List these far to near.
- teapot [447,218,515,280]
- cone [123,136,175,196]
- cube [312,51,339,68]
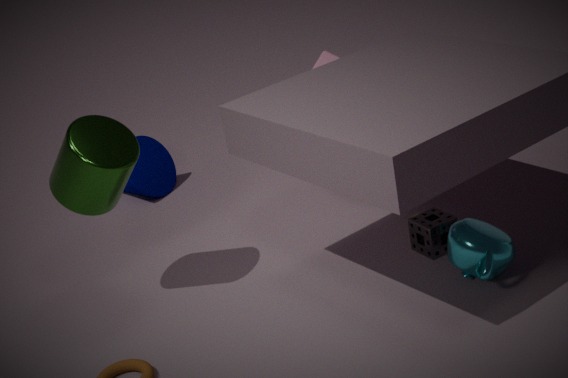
cone [123,136,175,196], cube [312,51,339,68], teapot [447,218,515,280]
